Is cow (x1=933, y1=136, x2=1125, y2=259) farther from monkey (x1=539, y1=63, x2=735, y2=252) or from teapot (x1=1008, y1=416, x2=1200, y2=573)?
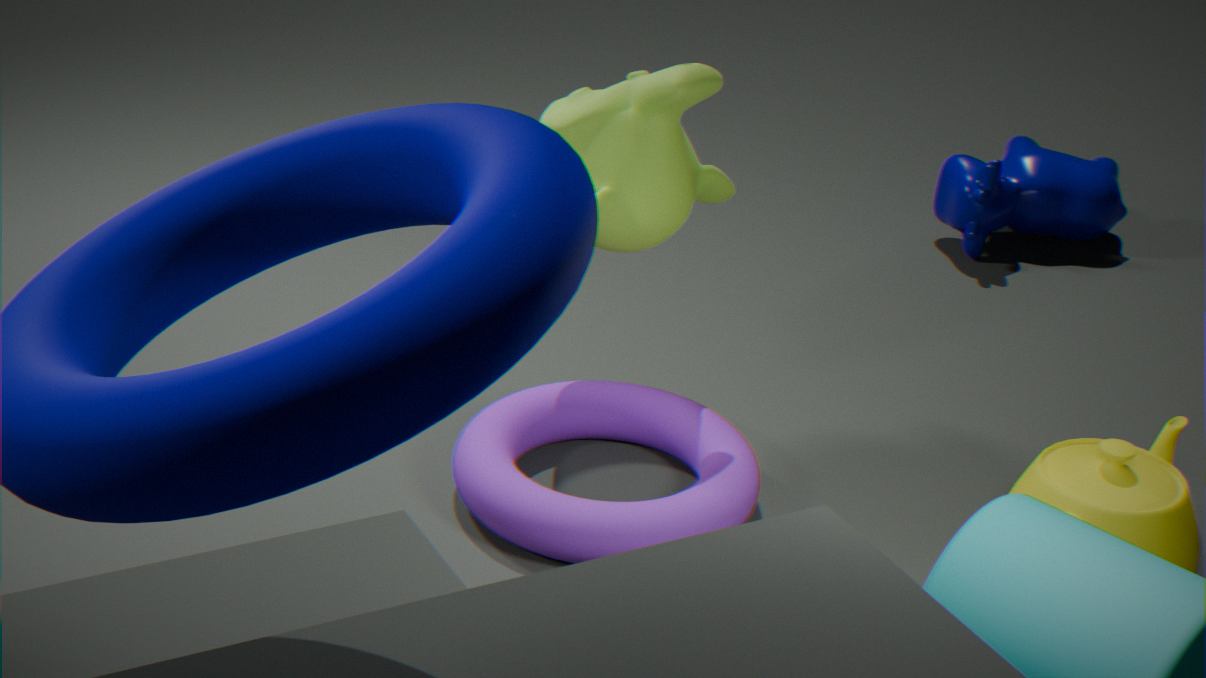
teapot (x1=1008, y1=416, x2=1200, y2=573)
